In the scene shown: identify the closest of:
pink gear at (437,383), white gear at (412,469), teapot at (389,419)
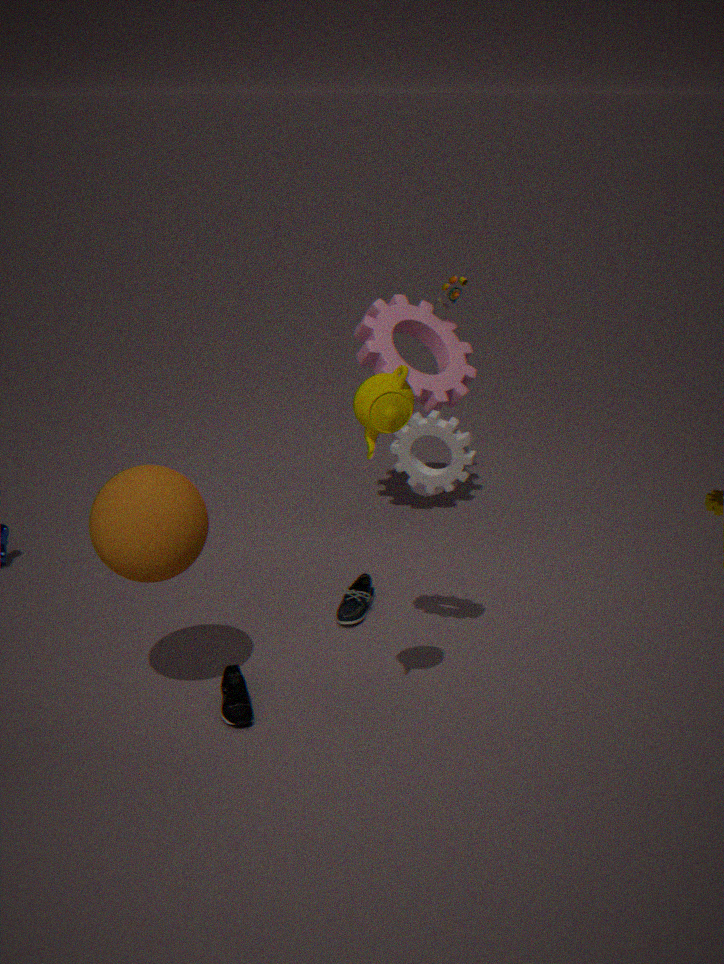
teapot at (389,419)
